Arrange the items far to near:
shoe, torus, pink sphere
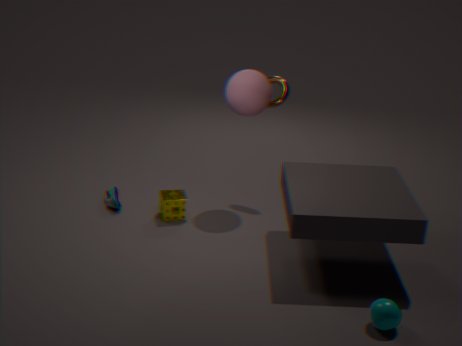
torus, shoe, pink sphere
